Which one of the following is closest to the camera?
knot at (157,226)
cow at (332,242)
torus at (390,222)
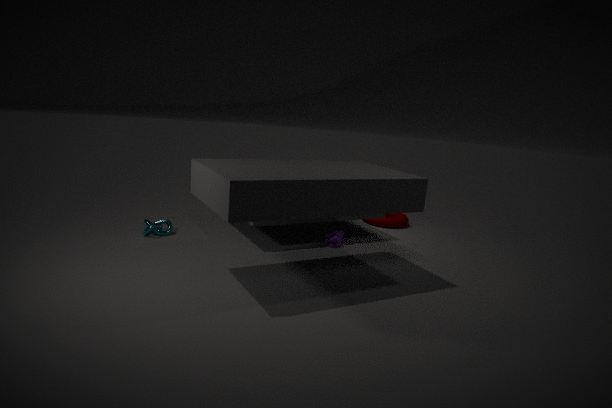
knot at (157,226)
